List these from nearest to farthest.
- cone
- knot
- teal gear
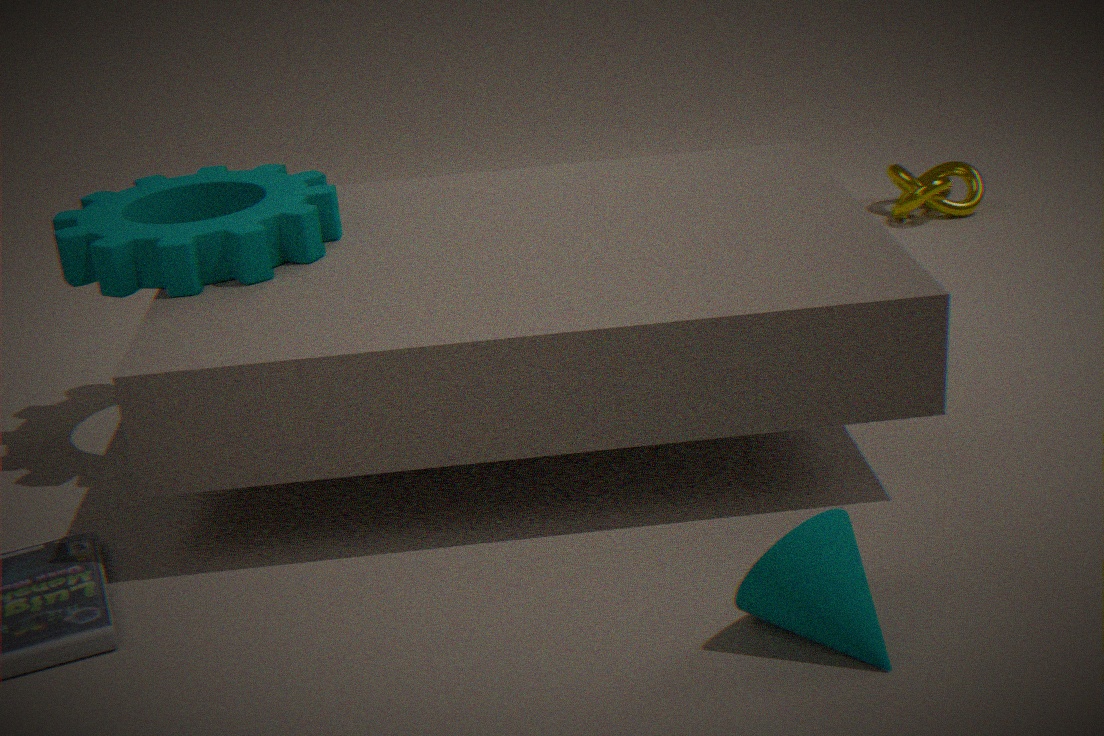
cone
teal gear
knot
